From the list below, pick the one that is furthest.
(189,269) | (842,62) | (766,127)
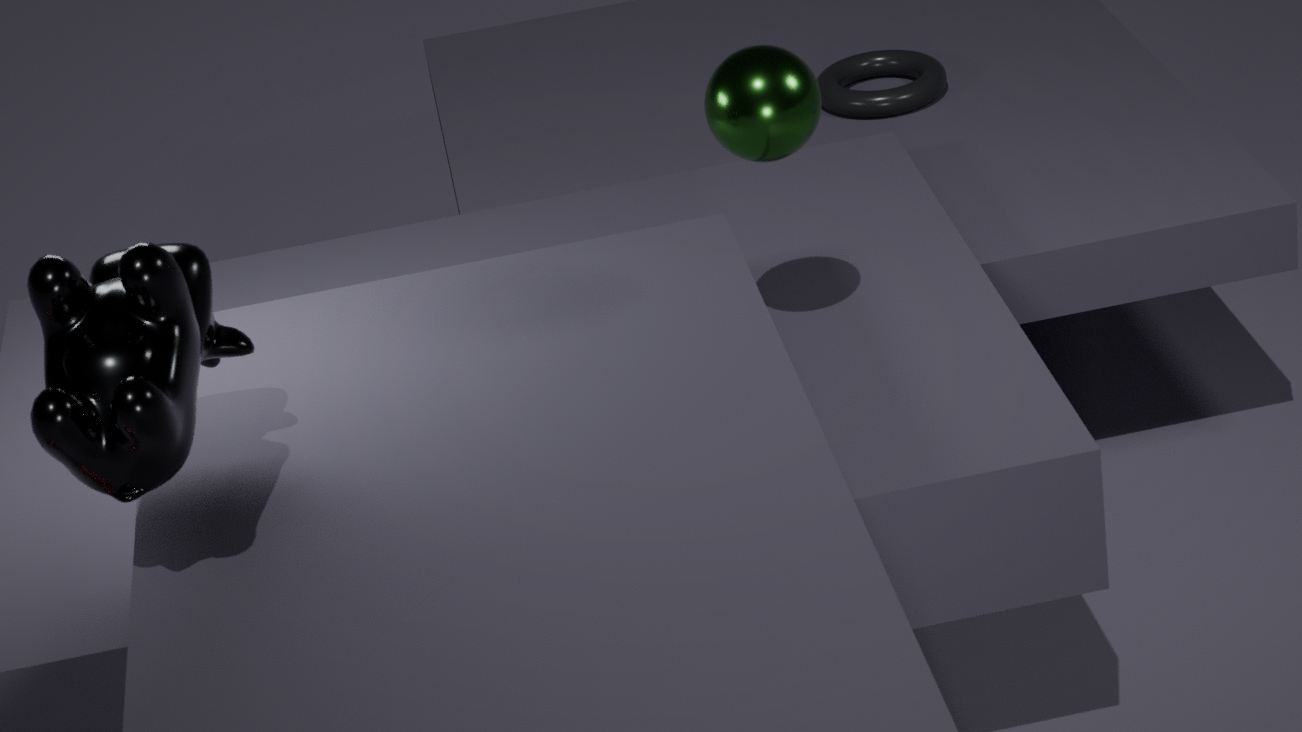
(842,62)
